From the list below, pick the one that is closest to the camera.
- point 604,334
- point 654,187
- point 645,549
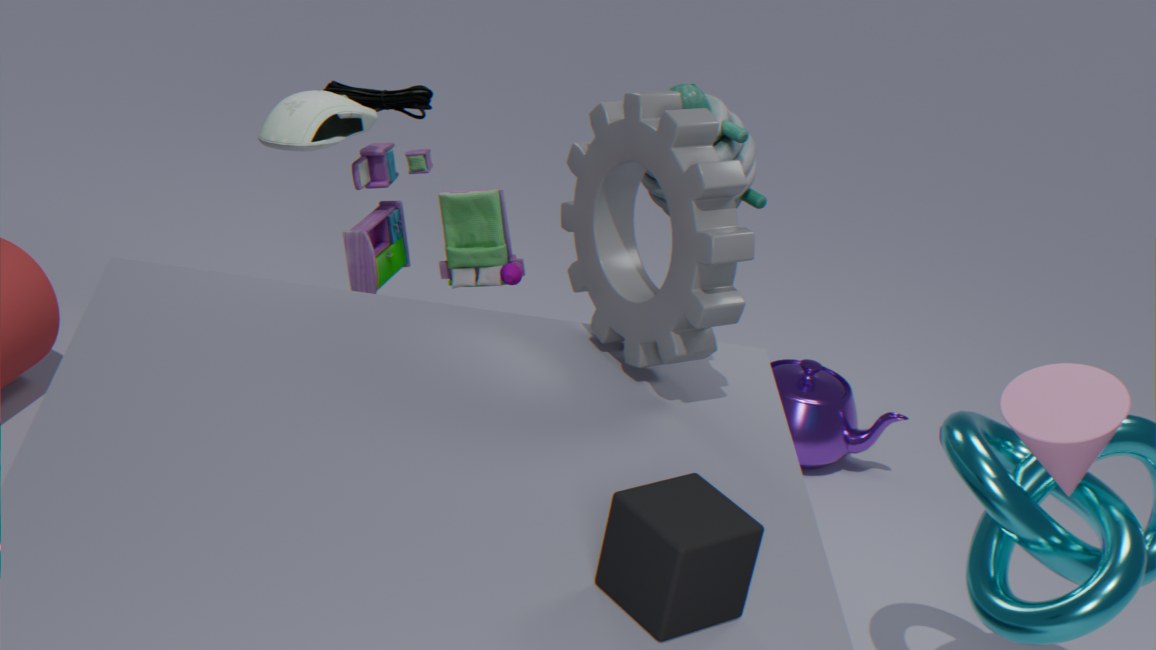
point 645,549
